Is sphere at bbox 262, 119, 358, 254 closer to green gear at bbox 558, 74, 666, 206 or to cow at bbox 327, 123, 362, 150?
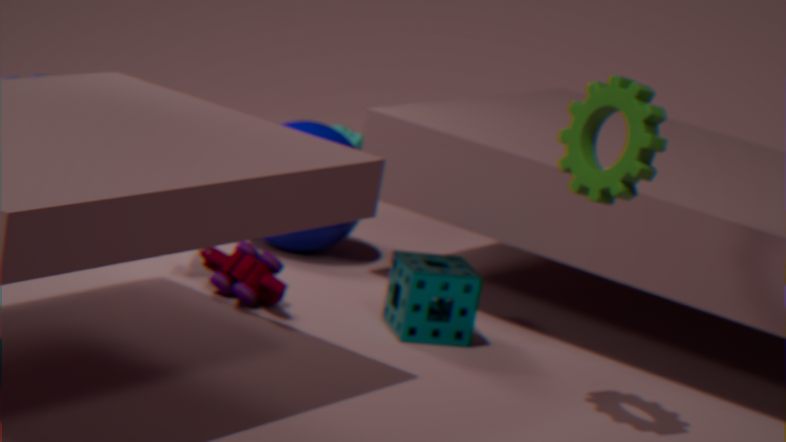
cow at bbox 327, 123, 362, 150
